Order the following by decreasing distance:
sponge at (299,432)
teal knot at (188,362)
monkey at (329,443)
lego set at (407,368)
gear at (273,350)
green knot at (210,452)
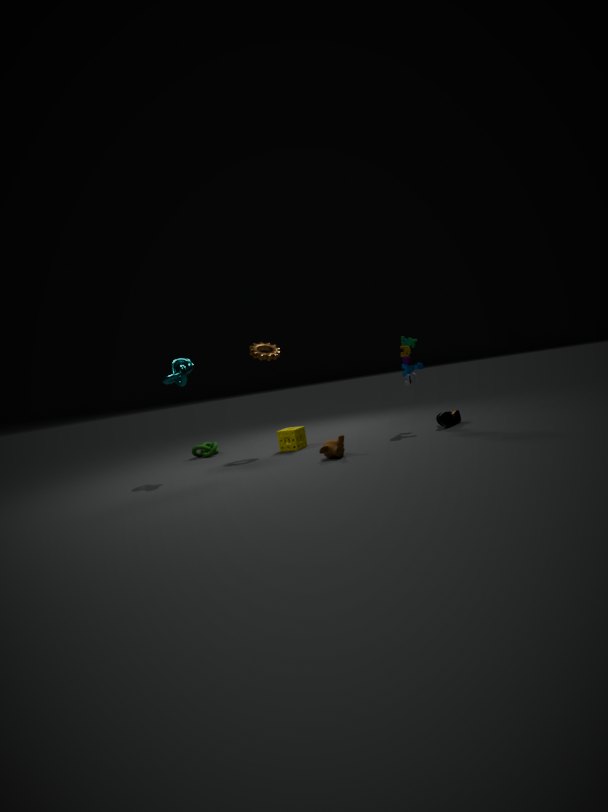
1. green knot at (210,452)
2. gear at (273,350)
3. sponge at (299,432)
4. lego set at (407,368)
5. teal knot at (188,362)
6. monkey at (329,443)
